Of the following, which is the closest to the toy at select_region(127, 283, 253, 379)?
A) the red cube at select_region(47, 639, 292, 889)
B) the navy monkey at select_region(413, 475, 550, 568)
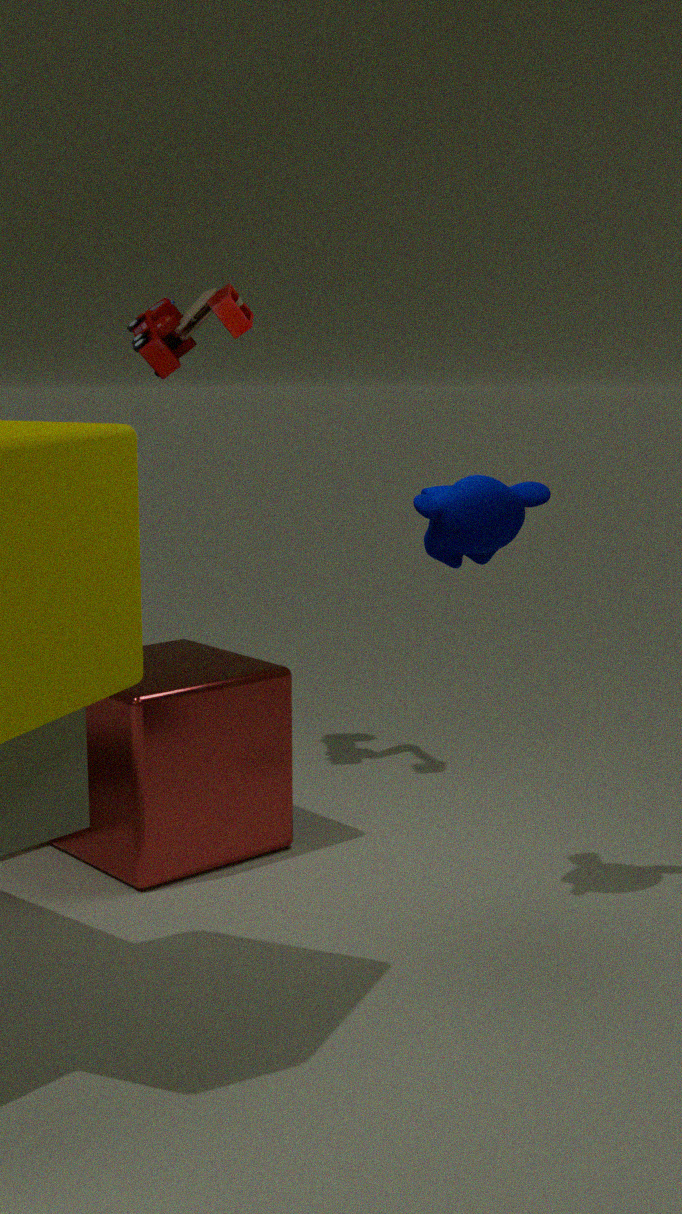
Result: the red cube at select_region(47, 639, 292, 889)
